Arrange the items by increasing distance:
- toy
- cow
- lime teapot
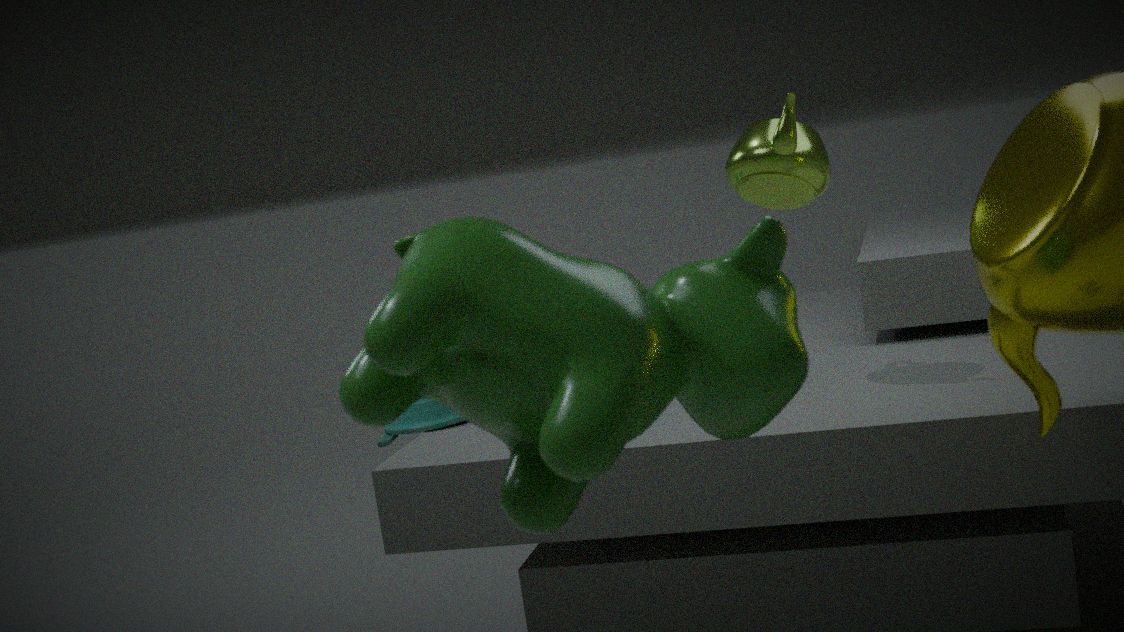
cow
lime teapot
toy
